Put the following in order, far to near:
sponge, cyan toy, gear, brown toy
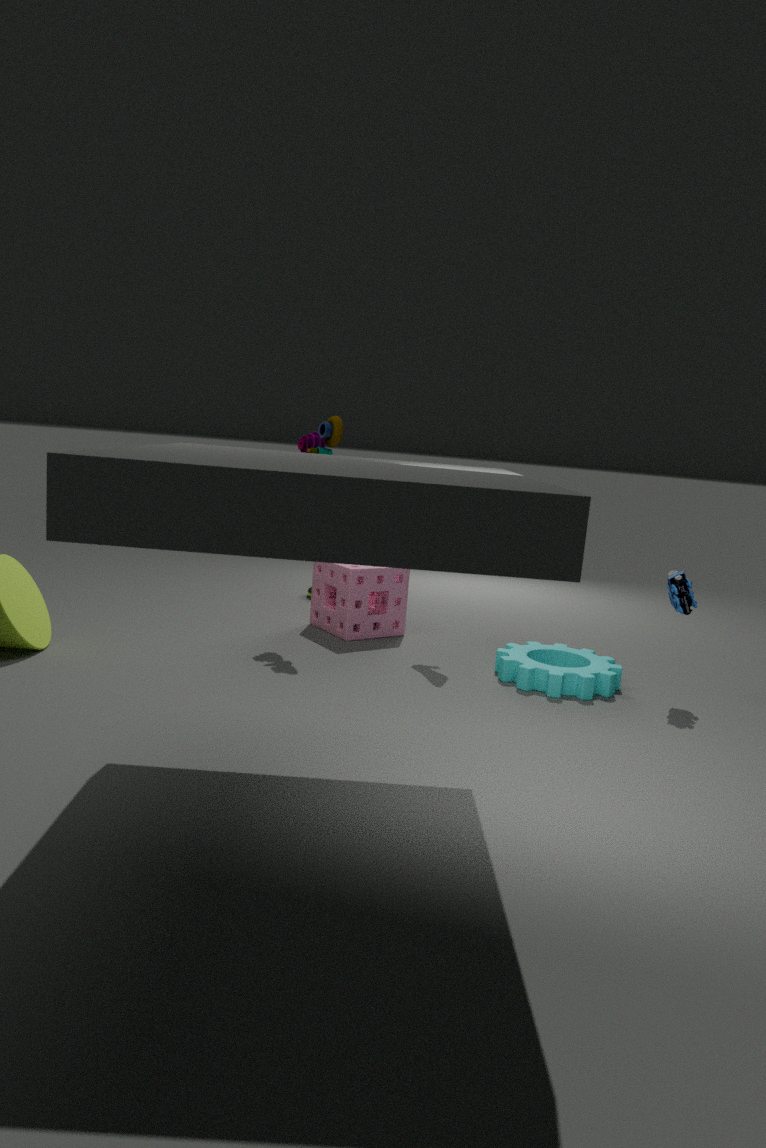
sponge → brown toy → cyan toy → gear
